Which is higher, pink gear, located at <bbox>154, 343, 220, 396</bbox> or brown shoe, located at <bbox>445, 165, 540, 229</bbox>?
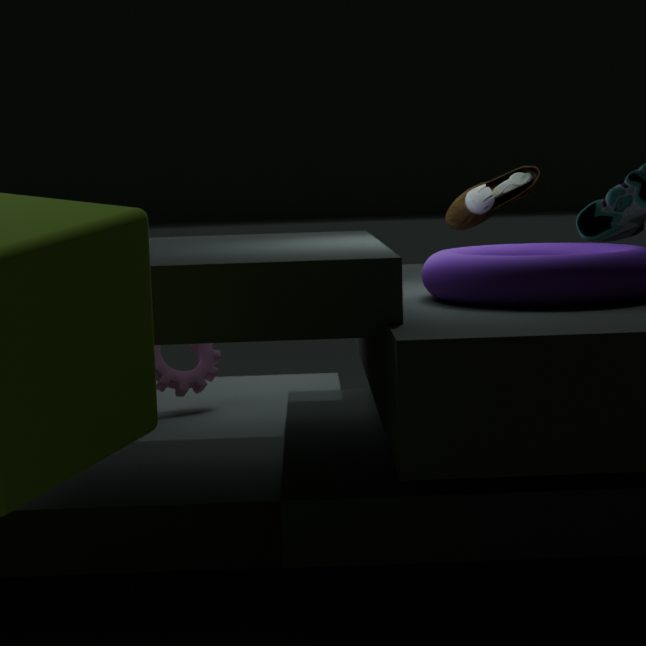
brown shoe, located at <bbox>445, 165, 540, 229</bbox>
